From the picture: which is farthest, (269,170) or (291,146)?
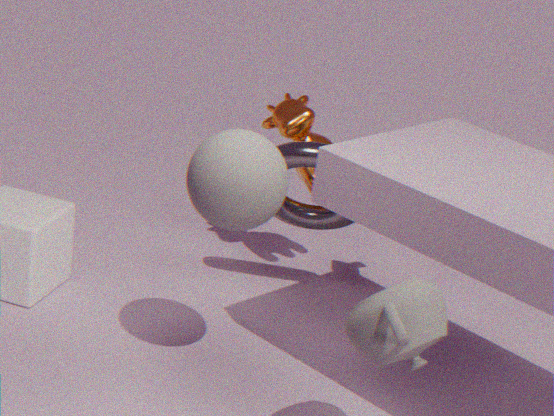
(291,146)
